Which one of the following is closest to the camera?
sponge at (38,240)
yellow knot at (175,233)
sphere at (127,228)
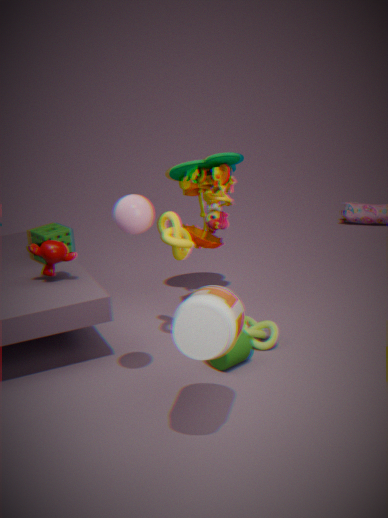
sphere at (127,228)
